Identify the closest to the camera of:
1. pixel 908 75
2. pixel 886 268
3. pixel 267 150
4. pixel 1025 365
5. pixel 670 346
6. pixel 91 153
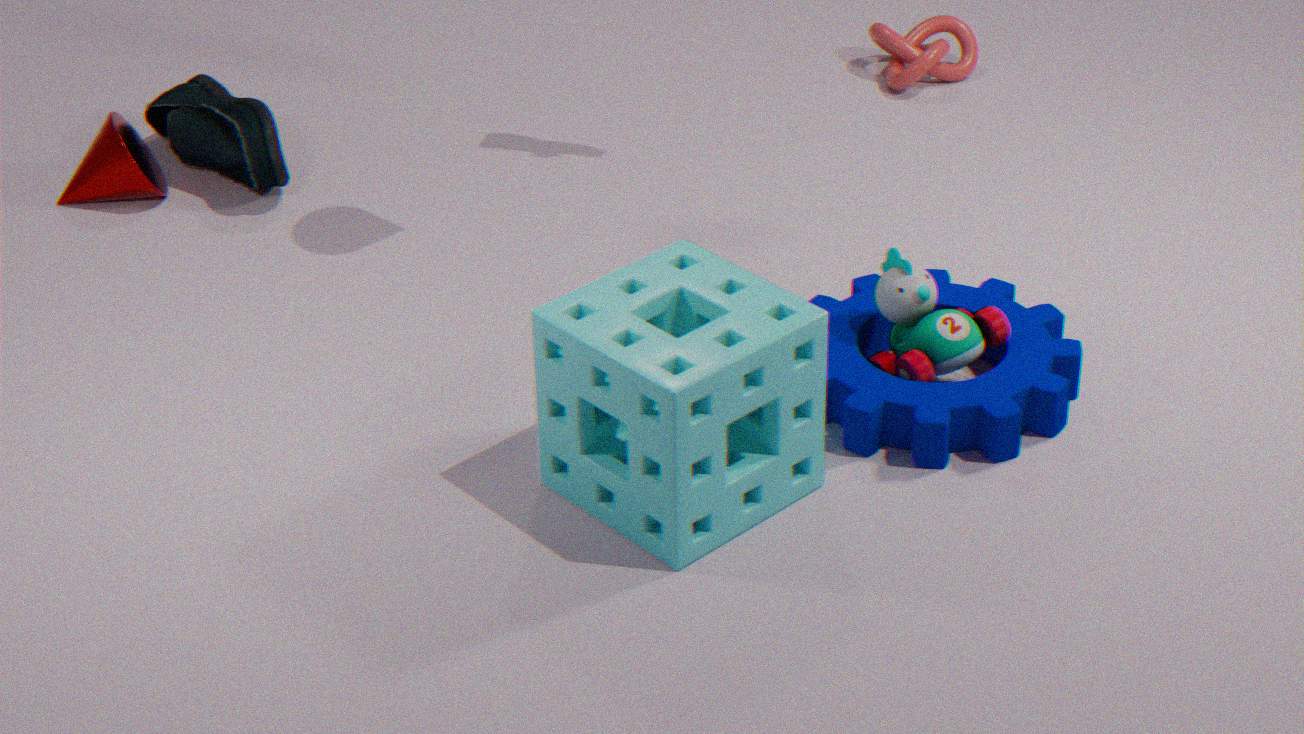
pixel 670 346
